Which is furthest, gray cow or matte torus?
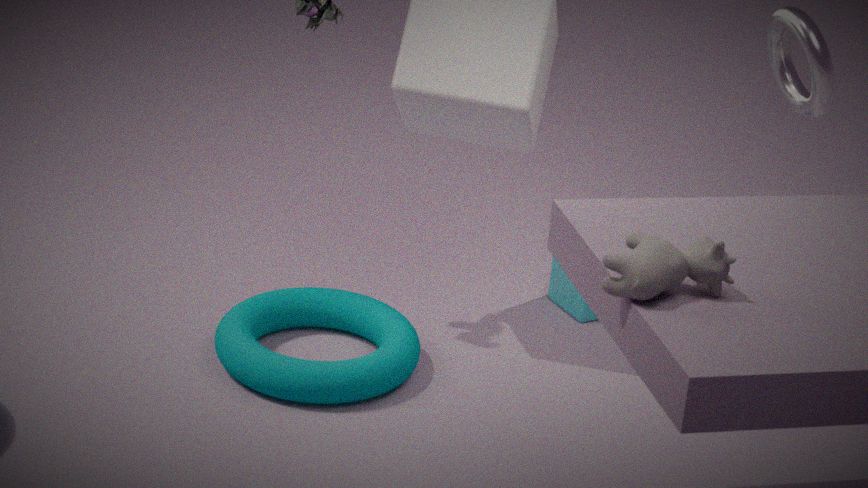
matte torus
